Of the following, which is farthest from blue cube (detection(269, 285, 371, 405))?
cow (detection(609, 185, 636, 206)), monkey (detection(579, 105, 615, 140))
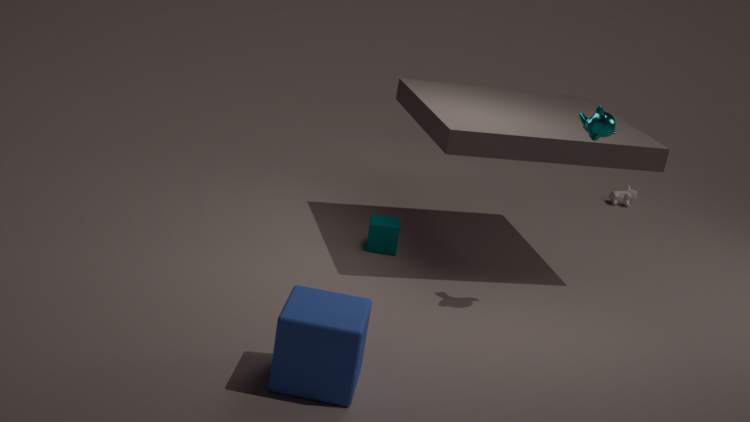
cow (detection(609, 185, 636, 206))
